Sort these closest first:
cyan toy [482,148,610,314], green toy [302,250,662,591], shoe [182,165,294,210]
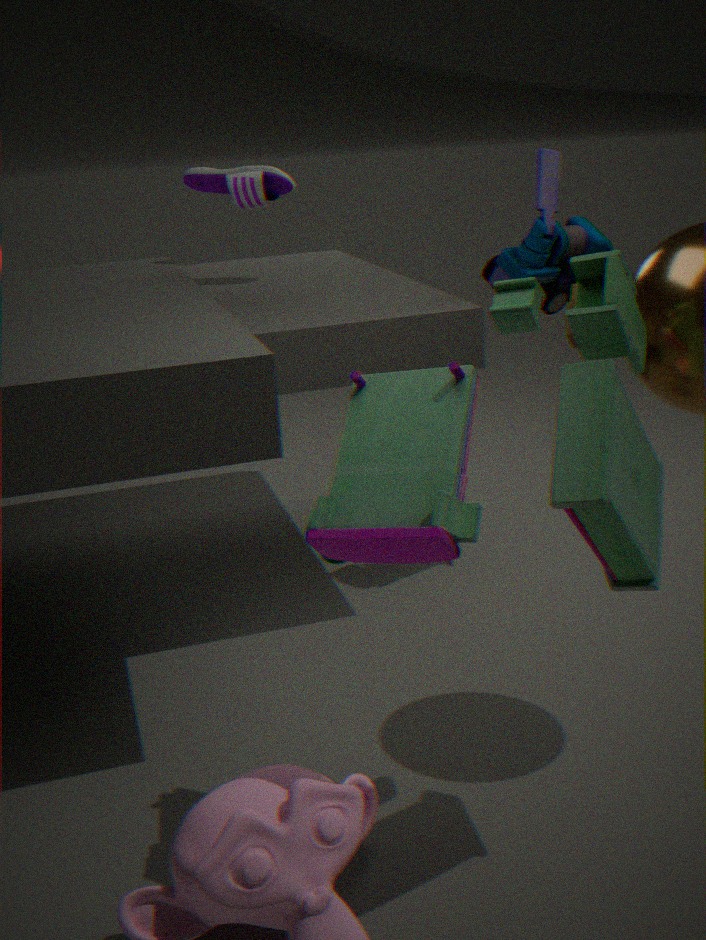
green toy [302,250,662,591] < cyan toy [482,148,610,314] < shoe [182,165,294,210]
